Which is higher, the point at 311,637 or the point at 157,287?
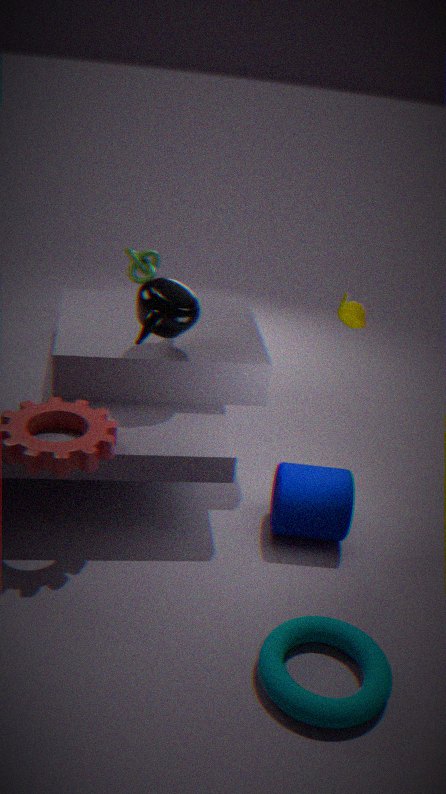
the point at 157,287
